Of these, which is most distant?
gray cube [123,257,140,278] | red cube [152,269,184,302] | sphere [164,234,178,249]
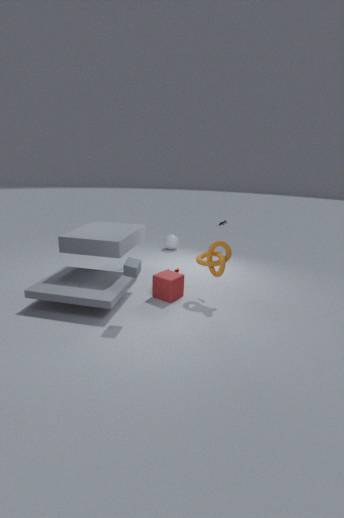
sphere [164,234,178,249]
